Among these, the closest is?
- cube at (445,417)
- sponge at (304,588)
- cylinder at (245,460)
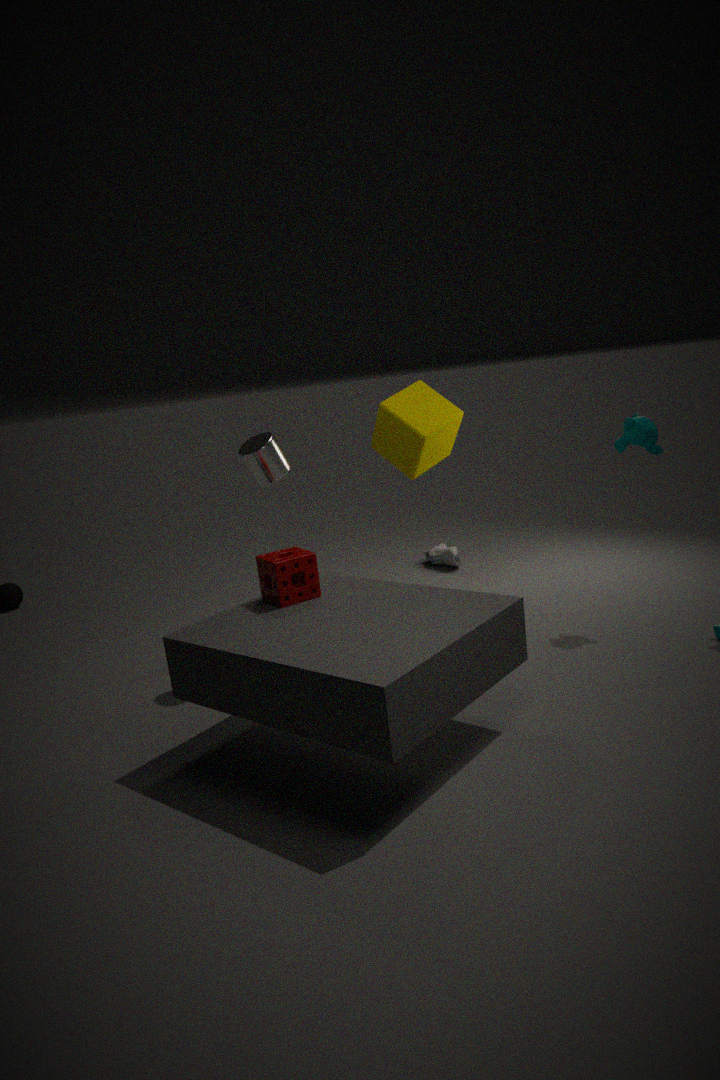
sponge at (304,588)
